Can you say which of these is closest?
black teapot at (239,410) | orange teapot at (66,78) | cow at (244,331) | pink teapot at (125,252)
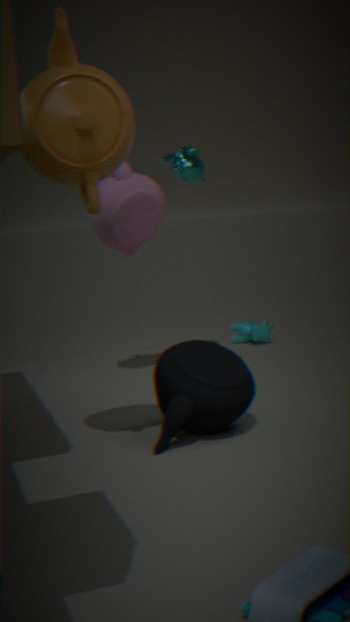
orange teapot at (66,78)
